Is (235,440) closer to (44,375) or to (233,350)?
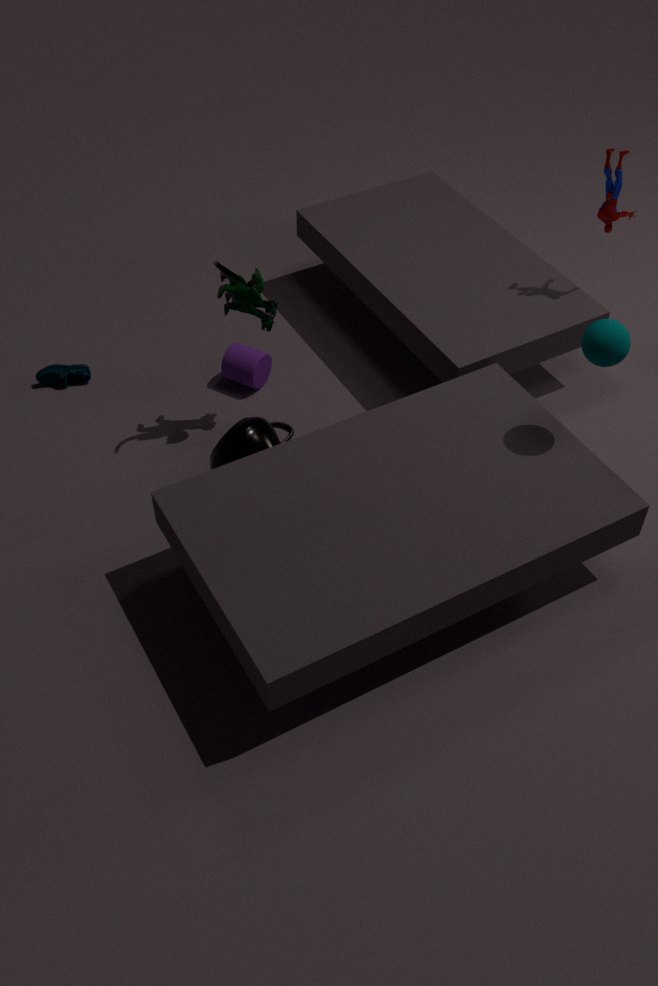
(233,350)
